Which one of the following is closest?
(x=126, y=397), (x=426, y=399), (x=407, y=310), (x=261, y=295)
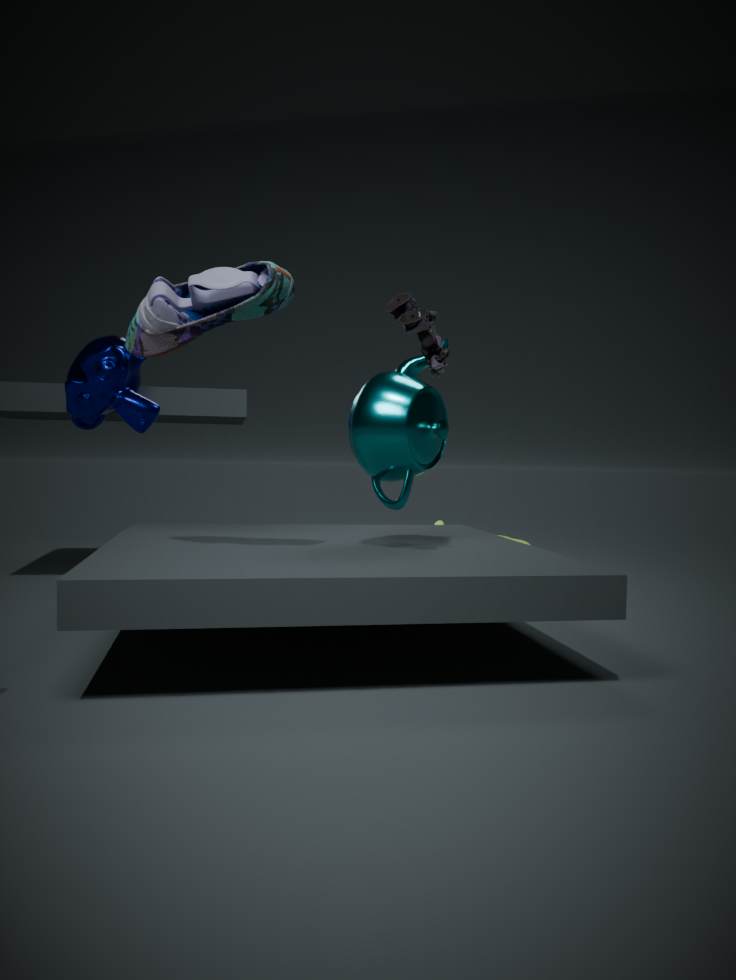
(x=261, y=295)
